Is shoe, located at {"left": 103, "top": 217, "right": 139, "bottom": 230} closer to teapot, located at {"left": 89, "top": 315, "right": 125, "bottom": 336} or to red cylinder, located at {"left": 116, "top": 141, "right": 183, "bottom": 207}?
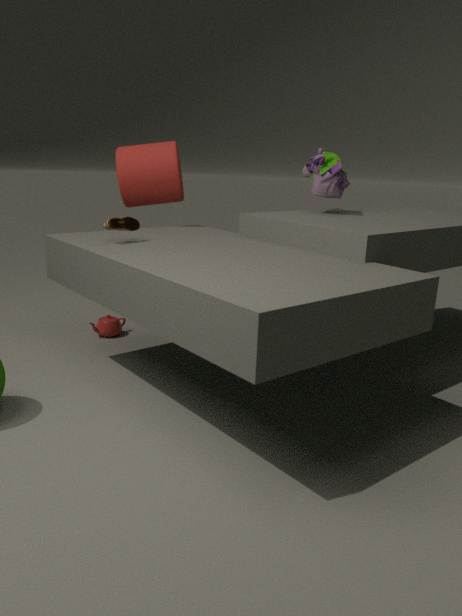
red cylinder, located at {"left": 116, "top": 141, "right": 183, "bottom": 207}
